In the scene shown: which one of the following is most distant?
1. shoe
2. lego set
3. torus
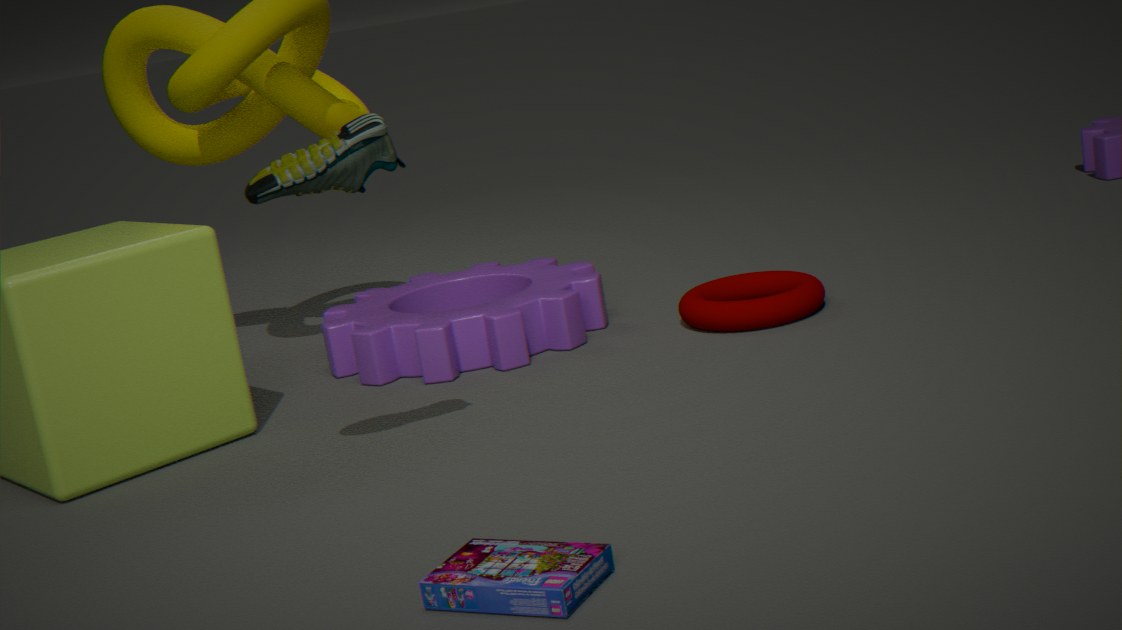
torus
